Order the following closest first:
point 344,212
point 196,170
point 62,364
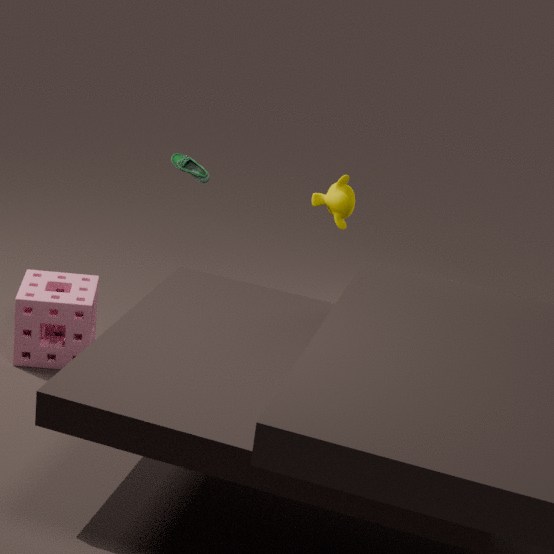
1. point 344,212
2. point 62,364
3. point 196,170
